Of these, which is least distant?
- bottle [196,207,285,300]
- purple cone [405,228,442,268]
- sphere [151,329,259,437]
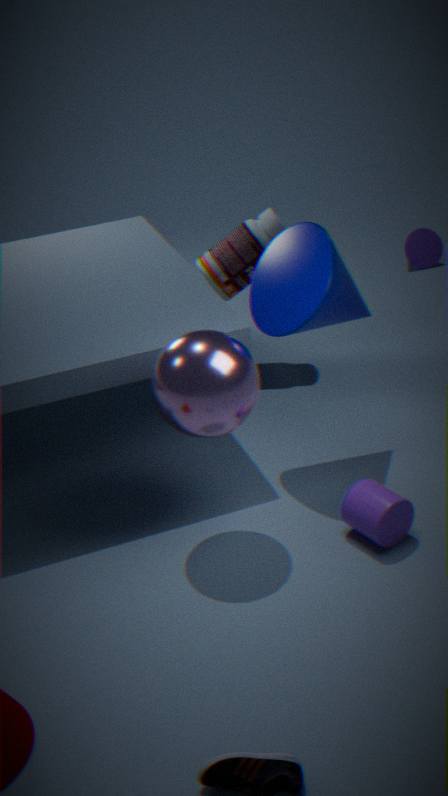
sphere [151,329,259,437]
